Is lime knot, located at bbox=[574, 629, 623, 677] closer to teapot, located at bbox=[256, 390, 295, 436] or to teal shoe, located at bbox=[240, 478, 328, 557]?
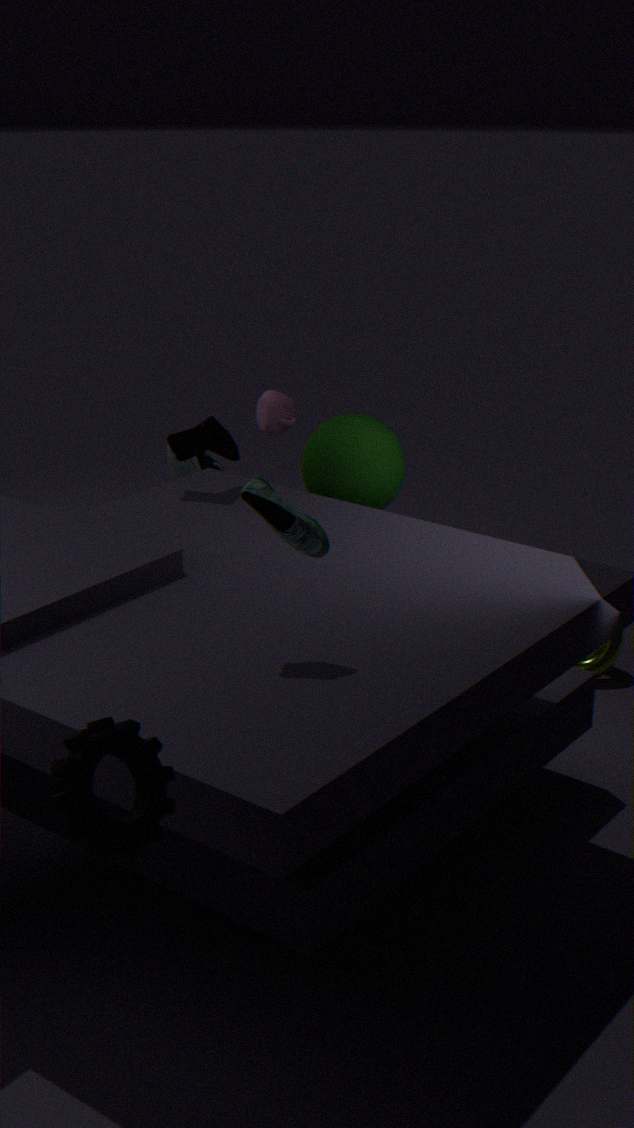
teapot, located at bbox=[256, 390, 295, 436]
